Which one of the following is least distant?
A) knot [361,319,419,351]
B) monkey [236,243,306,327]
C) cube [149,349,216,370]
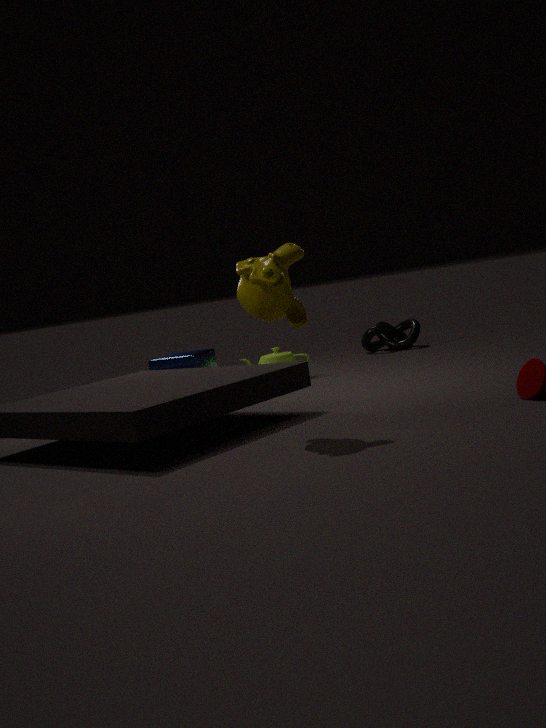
monkey [236,243,306,327]
